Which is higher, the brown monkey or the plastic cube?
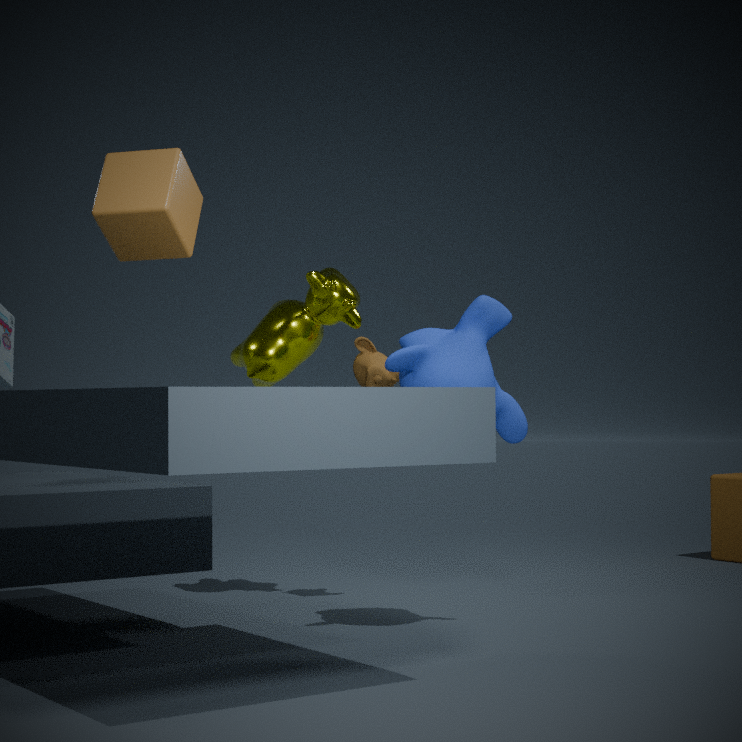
the plastic cube
